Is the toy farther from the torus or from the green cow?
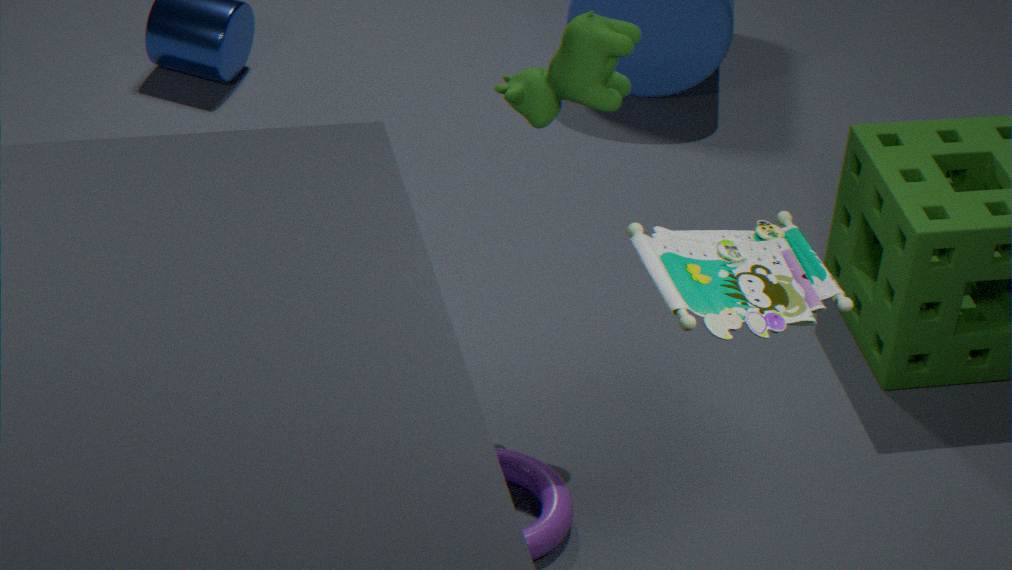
the torus
